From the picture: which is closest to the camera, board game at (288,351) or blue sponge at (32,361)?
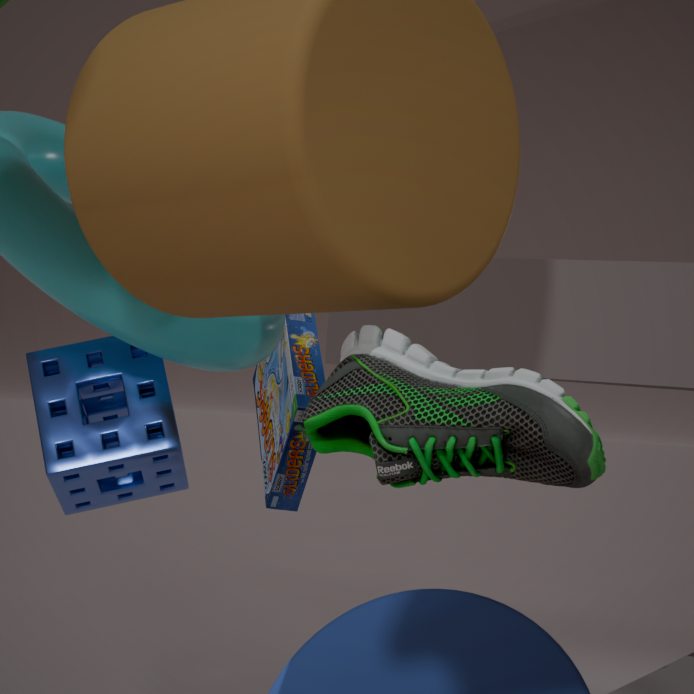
blue sponge at (32,361)
